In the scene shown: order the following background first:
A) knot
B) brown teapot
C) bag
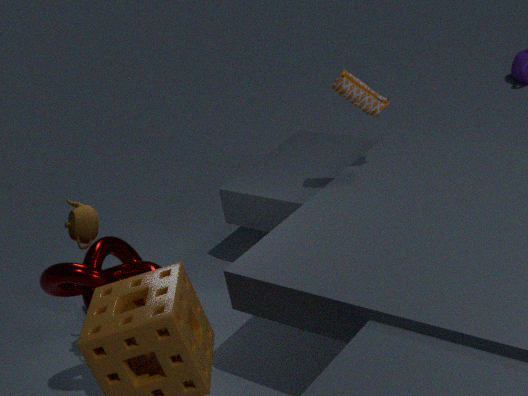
bag
brown teapot
knot
